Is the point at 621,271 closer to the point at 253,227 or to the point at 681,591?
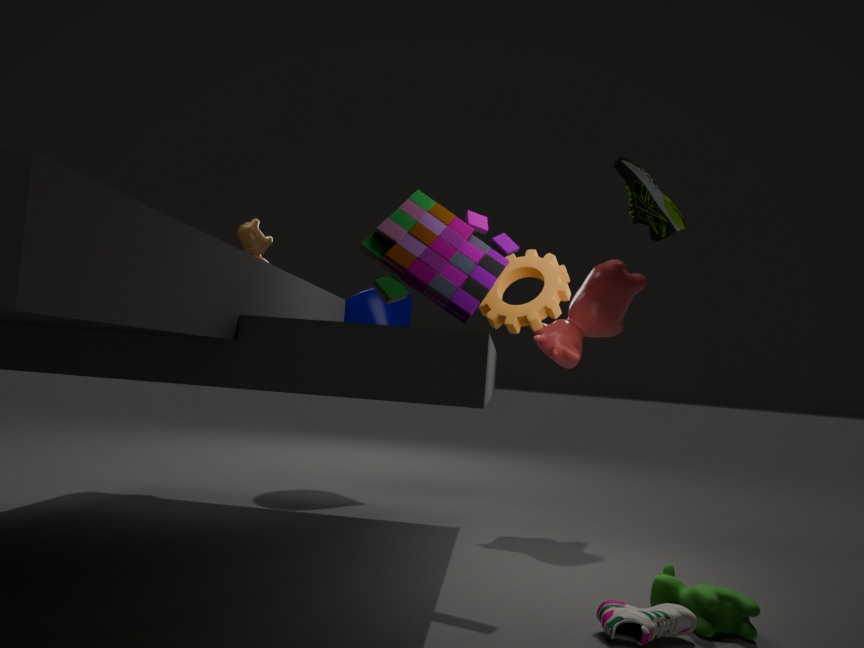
the point at 681,591
